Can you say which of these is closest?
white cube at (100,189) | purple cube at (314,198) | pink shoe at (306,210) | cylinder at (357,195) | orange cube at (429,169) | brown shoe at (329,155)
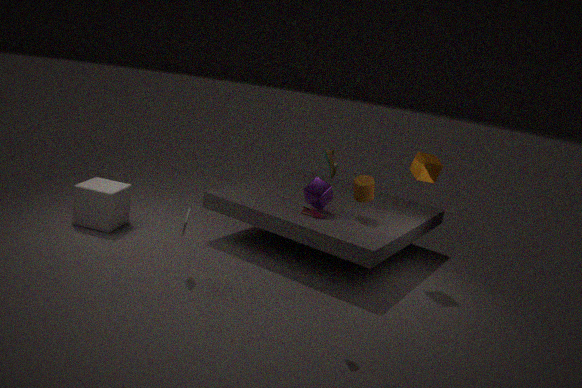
brown shoe at (329,155)
